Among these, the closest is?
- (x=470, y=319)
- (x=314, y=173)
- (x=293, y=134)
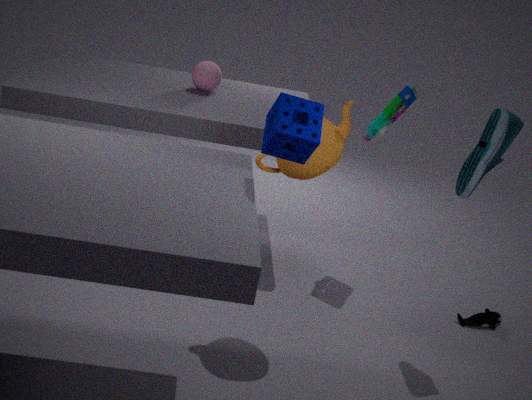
(x=293, y=134)
